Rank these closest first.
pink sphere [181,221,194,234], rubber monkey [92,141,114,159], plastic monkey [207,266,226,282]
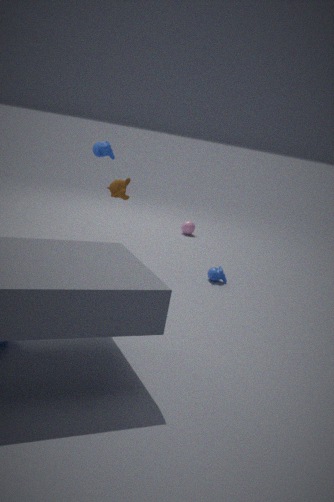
1. rubber monkey [92,141,114,159]
2. plastic monkey [207,266,226,282]
3. pink sphere [181,221,194,234]
